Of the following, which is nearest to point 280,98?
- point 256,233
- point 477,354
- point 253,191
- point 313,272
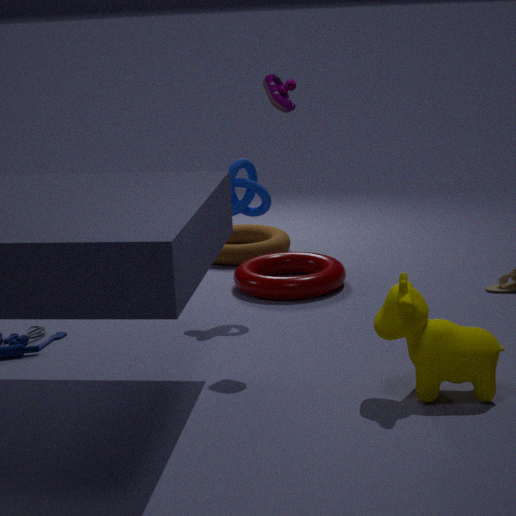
point 253,191
